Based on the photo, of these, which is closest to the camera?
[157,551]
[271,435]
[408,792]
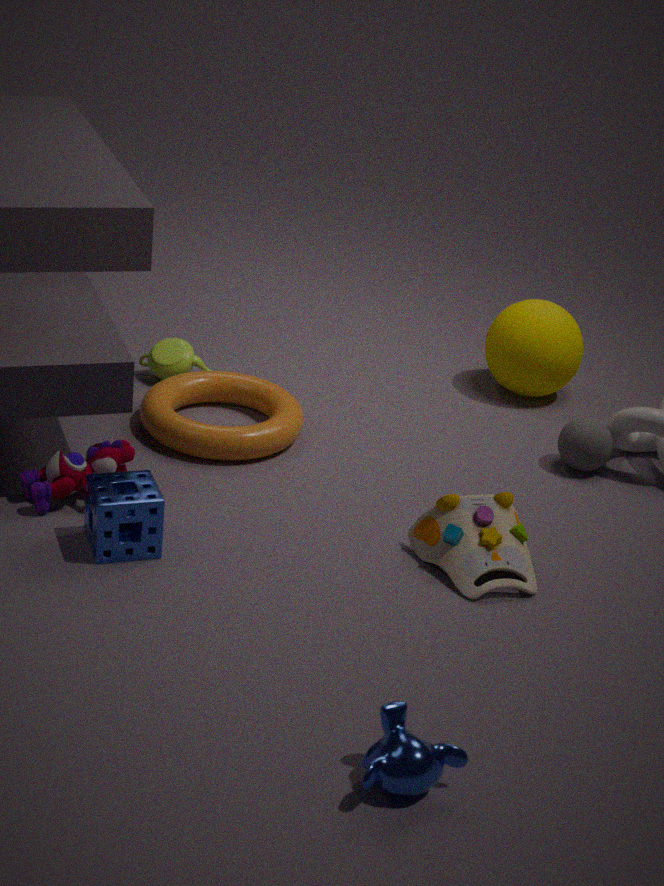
[408,792]
